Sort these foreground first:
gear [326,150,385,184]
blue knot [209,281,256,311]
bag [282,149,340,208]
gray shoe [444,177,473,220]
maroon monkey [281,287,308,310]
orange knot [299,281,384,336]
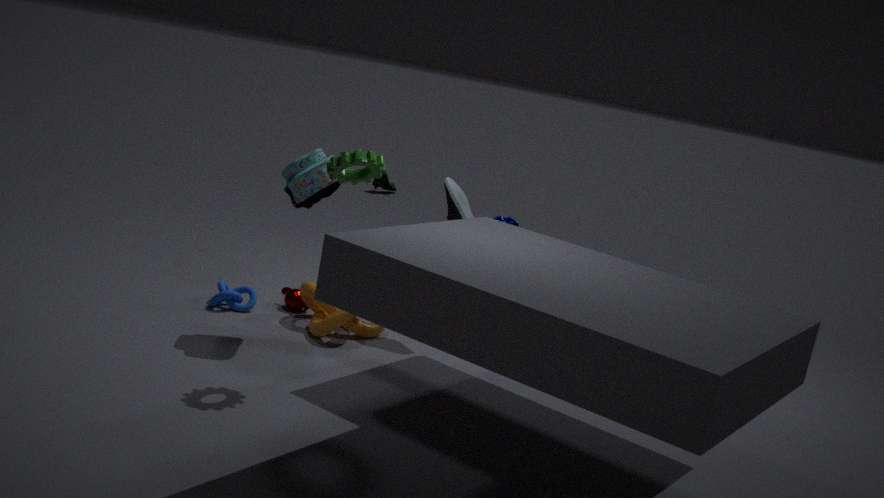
1. gear [326,150,385,184]
2. bag [282,149,340,208]
3. orange knot [299,281,384,336]
4. blue knot [209,281,256,311]
5. gray shoe [444,177,473,220]
6. maroon monkey [281,287,308,310]
